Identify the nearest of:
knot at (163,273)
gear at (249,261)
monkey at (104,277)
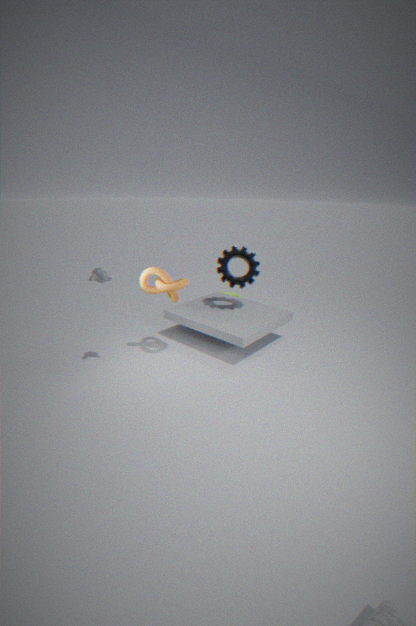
monkey at (104,277)
